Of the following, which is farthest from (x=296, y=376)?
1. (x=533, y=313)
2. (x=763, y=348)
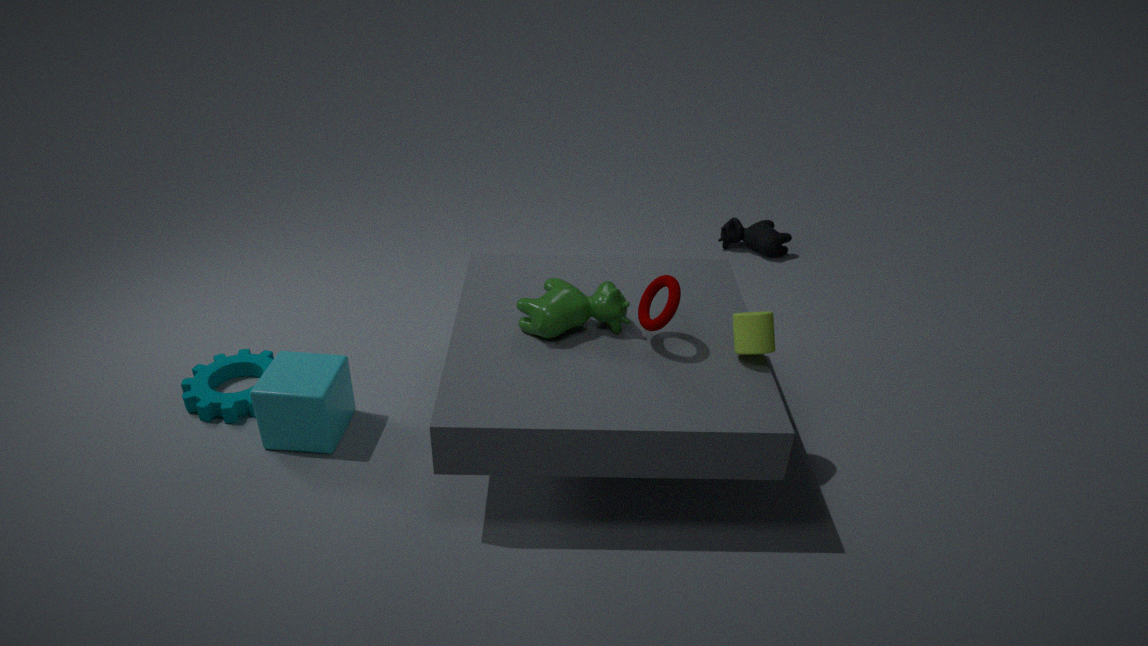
(x=763, y=348)
